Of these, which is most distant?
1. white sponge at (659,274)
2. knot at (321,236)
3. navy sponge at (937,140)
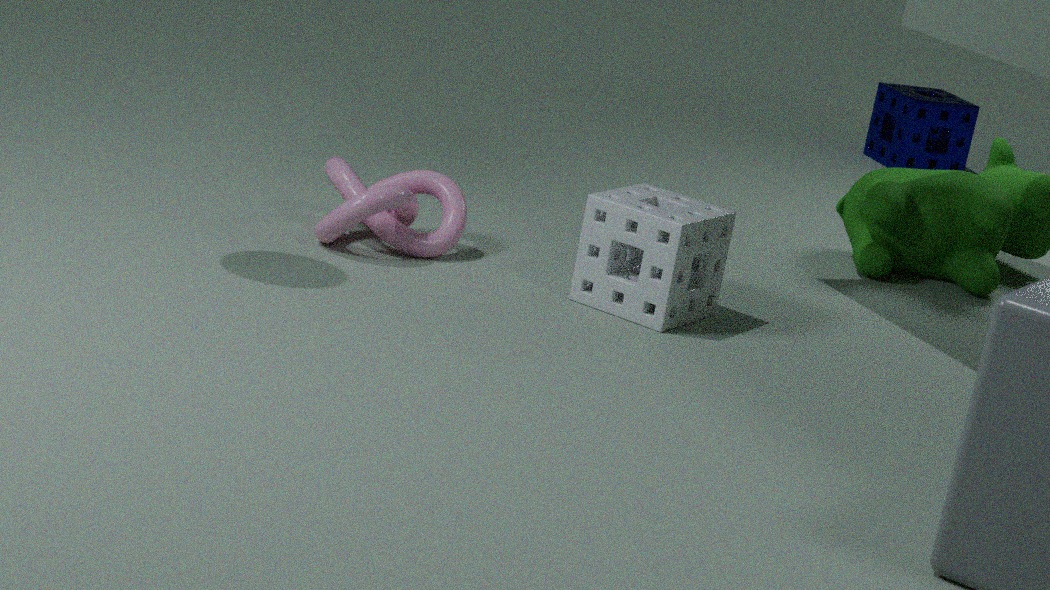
navy sponge at (937,140)
